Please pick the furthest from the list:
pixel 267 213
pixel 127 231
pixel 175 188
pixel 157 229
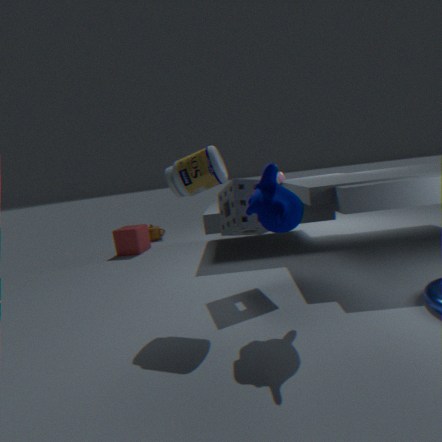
pixel 157 229
